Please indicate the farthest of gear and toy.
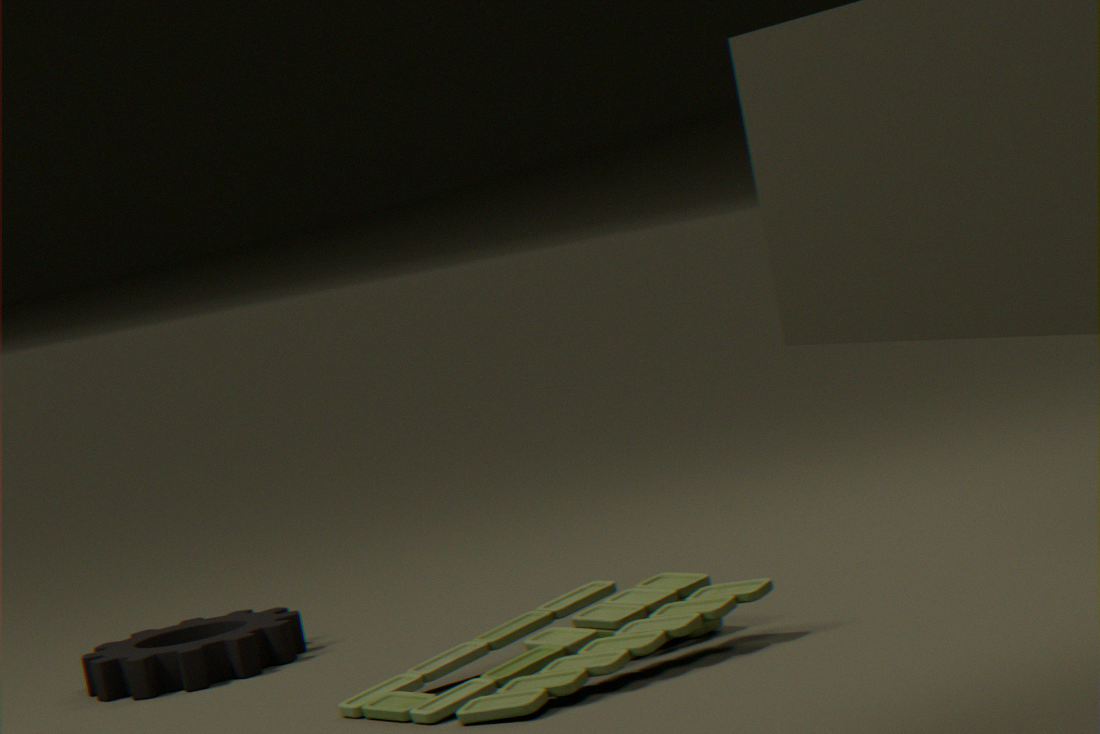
gear
